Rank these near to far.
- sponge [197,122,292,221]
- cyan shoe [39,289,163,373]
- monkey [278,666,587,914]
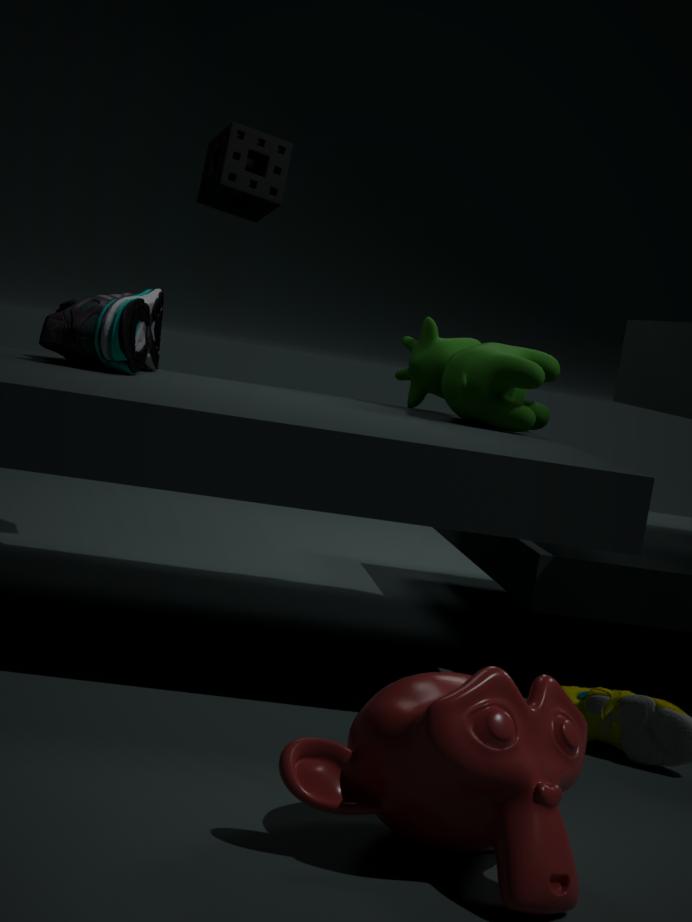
monkey [278,666,587,914], cyan shoe [39,289,163,373], sponge [197,122,292,221]
